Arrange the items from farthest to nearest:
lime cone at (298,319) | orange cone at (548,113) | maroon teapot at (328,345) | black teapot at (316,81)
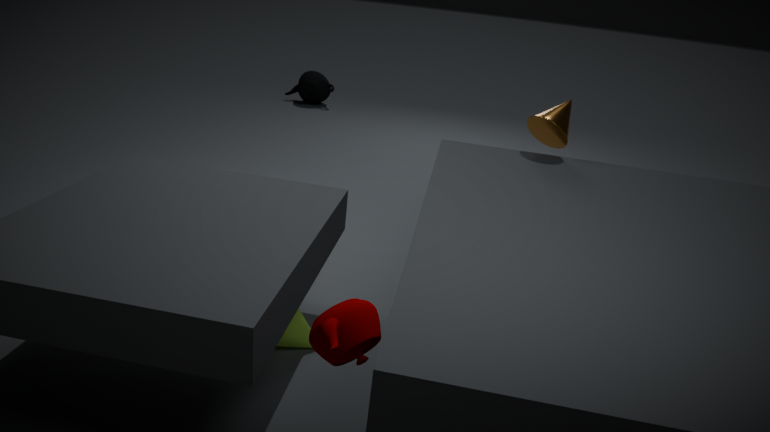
1. black teapot at (316,81)
2. orange cone at (548,113)
3. lime cone at (298,319)
4. maroon teapot at (328,345)
